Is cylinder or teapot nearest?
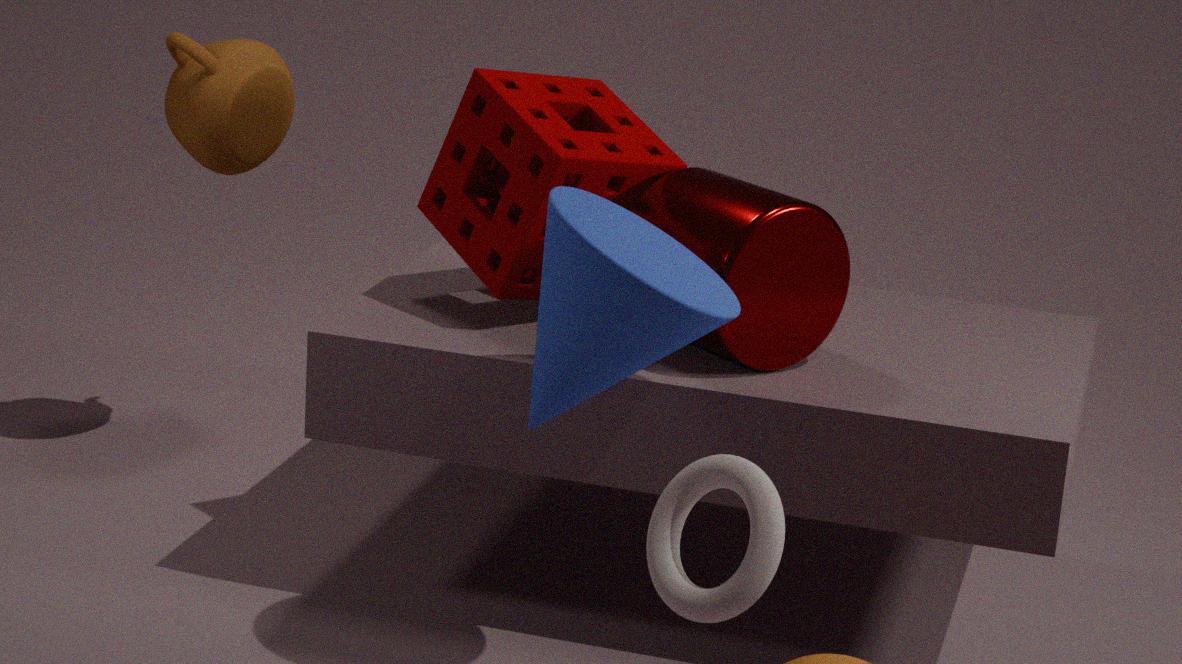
cylinder
